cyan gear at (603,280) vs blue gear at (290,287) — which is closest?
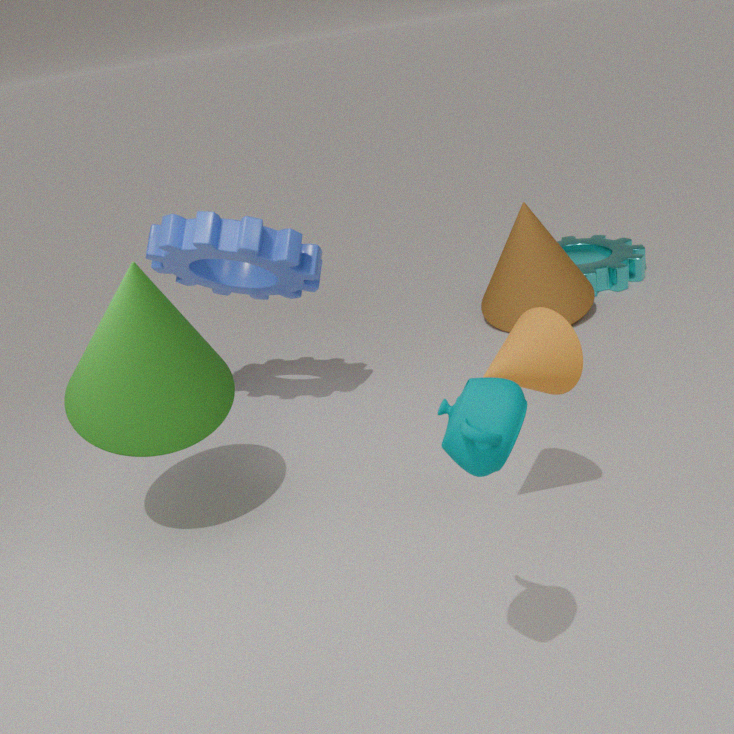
blue gear at (290,287)
